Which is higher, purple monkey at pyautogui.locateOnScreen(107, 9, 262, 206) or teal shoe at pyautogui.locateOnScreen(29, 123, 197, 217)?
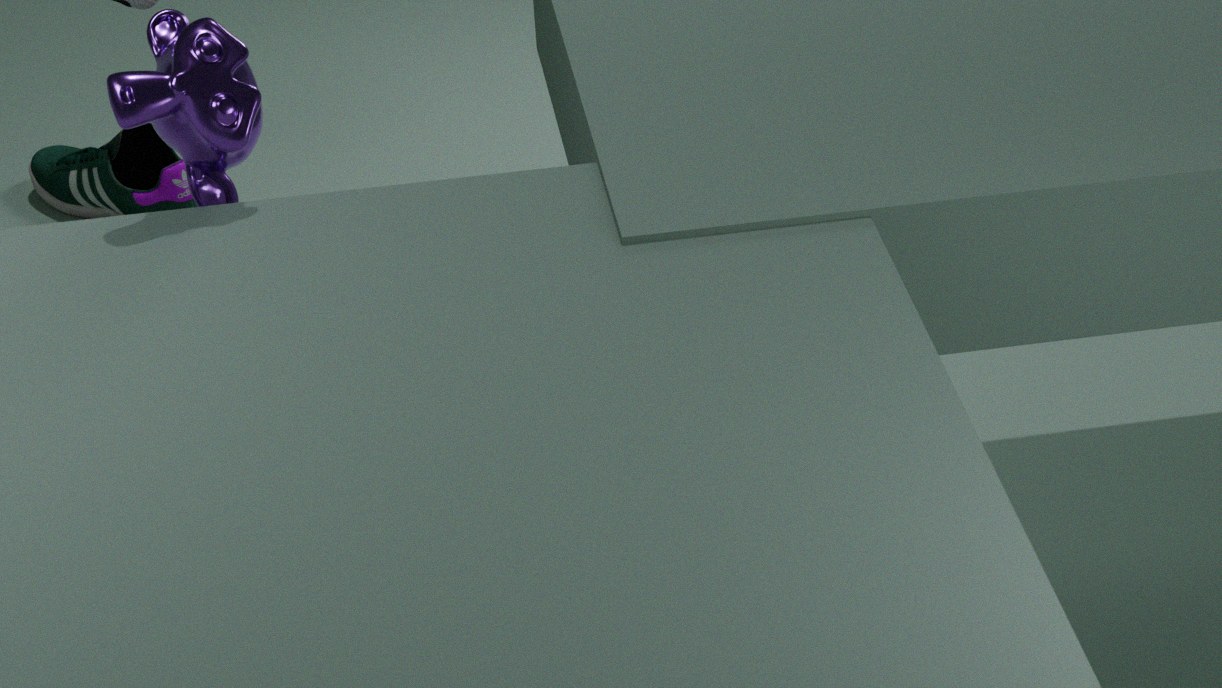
purple monkey at pyautogui.locateOnScreen(107, 9, 262, 206)
